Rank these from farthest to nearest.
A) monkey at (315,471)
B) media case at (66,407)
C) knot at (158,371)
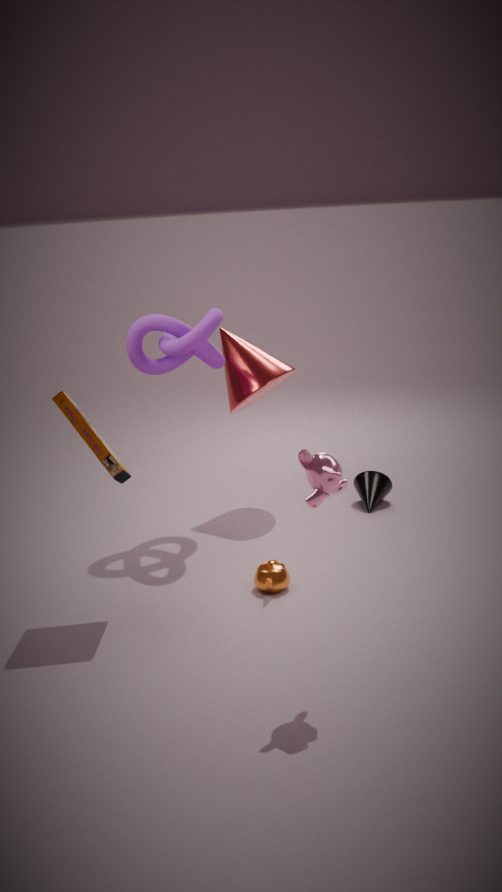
knot at (158,371), media case at (66,407), monkey at (315,471)
